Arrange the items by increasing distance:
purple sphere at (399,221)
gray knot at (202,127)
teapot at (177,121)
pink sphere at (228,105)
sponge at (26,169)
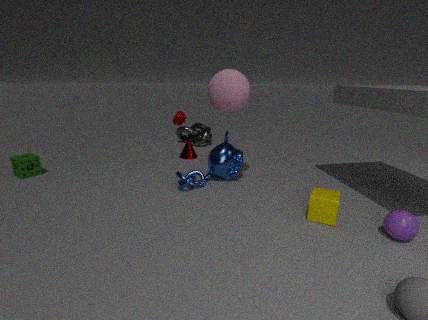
1. purple sphere at (399,221)
2. pink sphere at (228,105)
3. sponge at (26,169)
4. teapot at (177,121)
5. gray knot at (202,127)
